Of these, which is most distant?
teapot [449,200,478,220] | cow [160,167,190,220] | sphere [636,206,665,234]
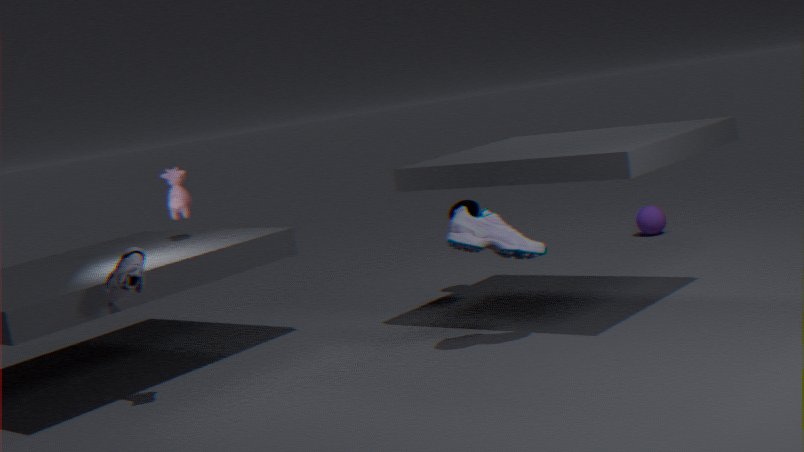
sphere [636,206,665,234]
